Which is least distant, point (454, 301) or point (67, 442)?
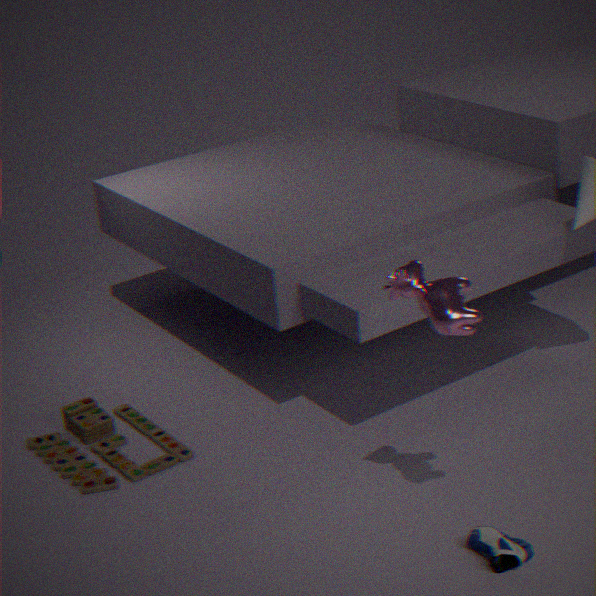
point (454, 301)
